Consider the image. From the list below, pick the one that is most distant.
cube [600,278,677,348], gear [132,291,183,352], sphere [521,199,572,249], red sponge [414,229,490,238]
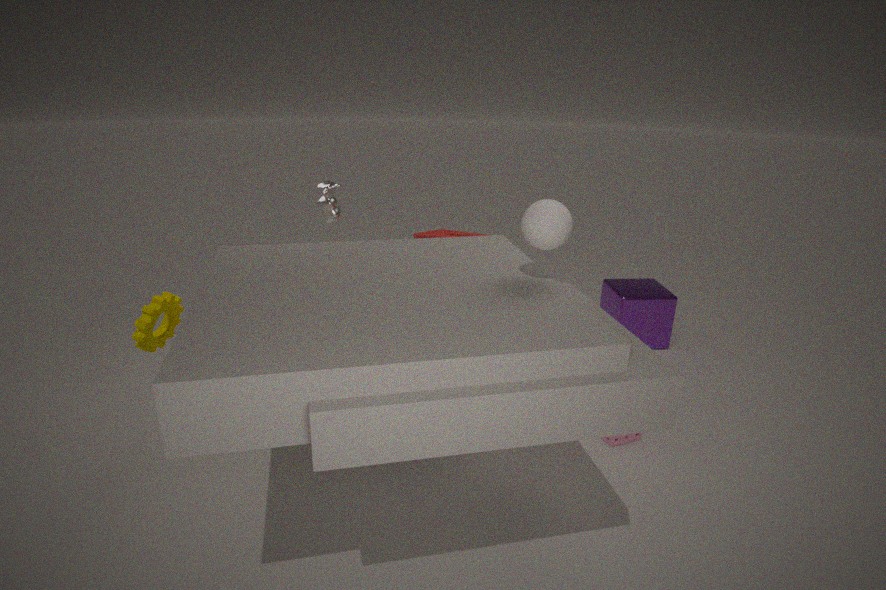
cube [600,278,677,348]
